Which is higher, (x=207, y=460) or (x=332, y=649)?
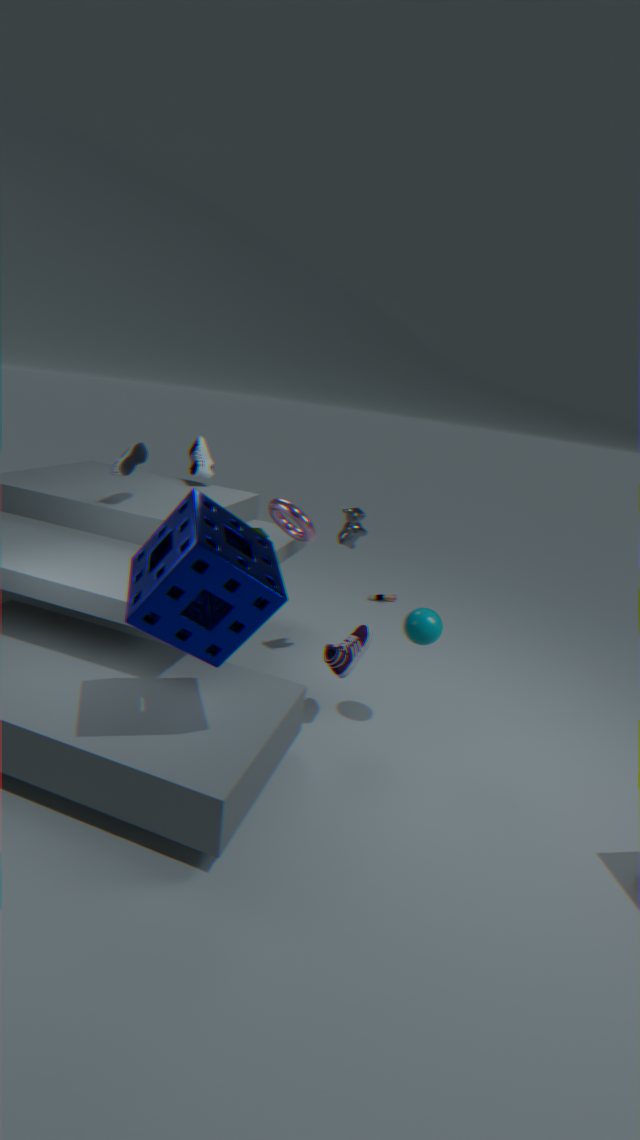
(x=207, y=460)
